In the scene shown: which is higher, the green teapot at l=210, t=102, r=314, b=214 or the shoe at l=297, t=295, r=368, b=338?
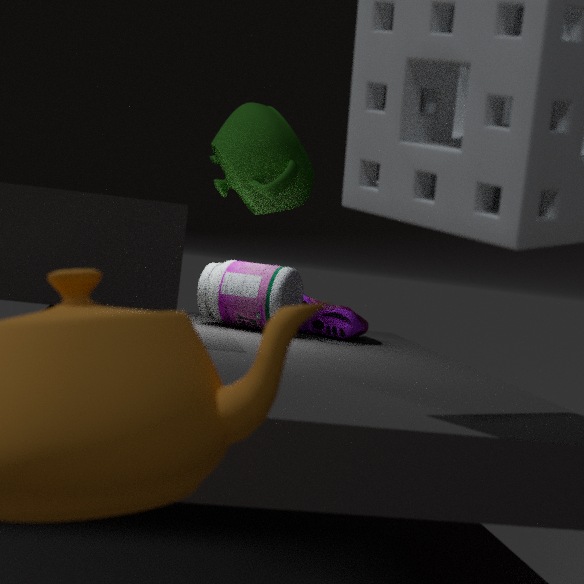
the green teapot at l=210, t=102, r=314, b=214
